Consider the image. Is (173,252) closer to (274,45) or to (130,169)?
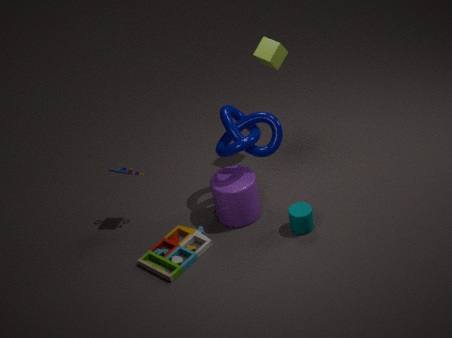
(130,169)
